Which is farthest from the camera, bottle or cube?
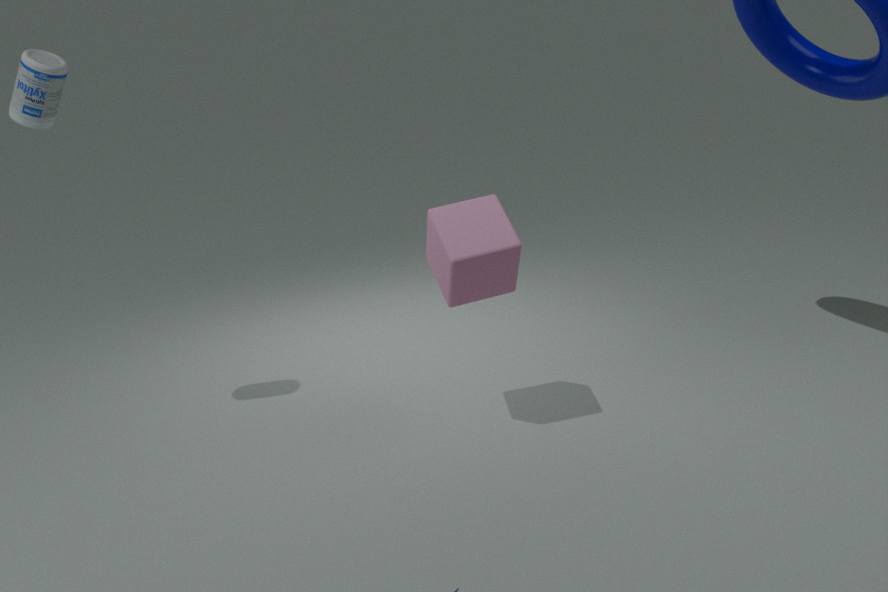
cube
